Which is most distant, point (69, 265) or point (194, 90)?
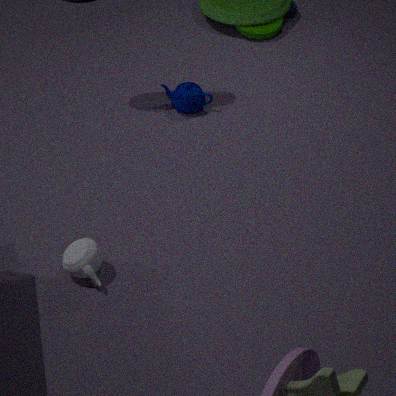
point (194, 90)
